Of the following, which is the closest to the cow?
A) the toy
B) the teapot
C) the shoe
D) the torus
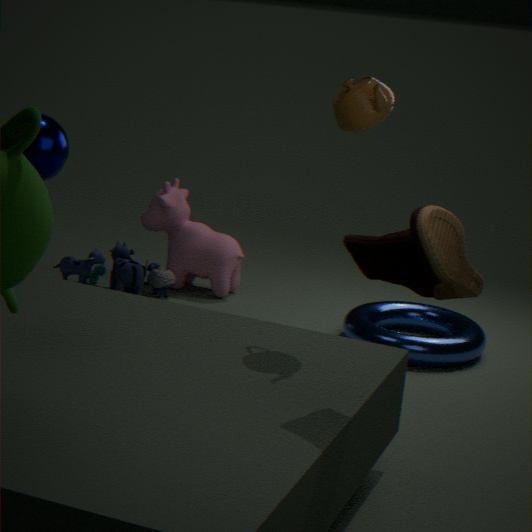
the toy
